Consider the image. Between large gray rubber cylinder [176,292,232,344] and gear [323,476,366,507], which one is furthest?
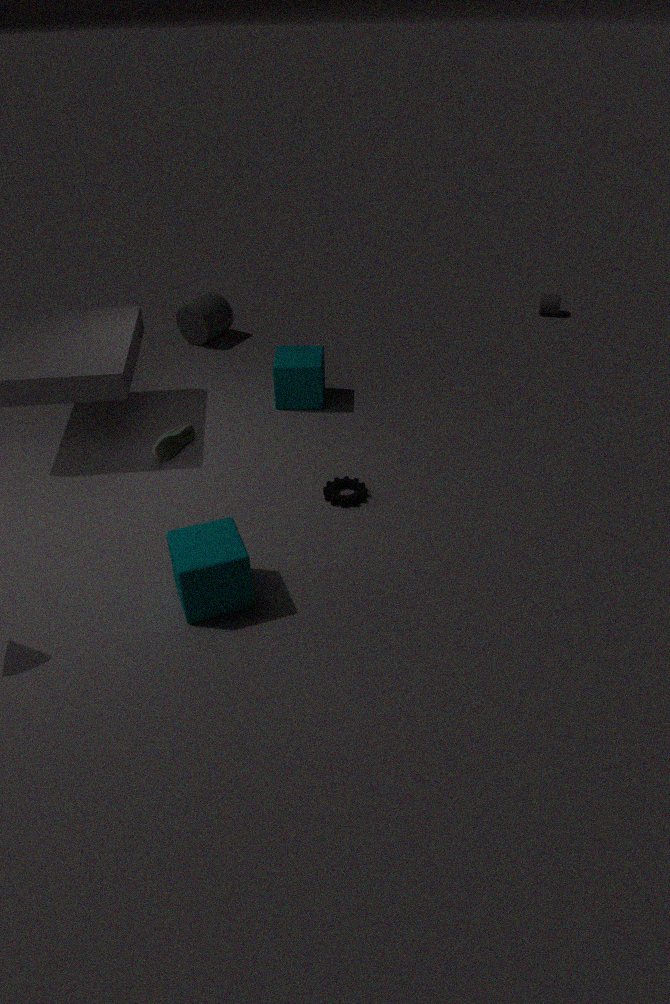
large gray rubber cylinder [176,292,232,344]
